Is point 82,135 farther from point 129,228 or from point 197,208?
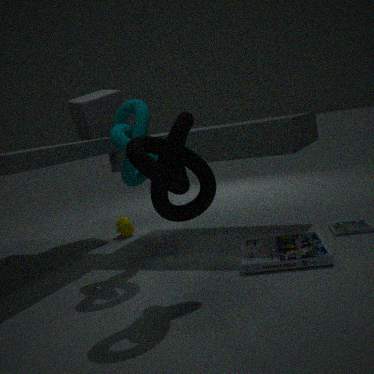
point 197,208
